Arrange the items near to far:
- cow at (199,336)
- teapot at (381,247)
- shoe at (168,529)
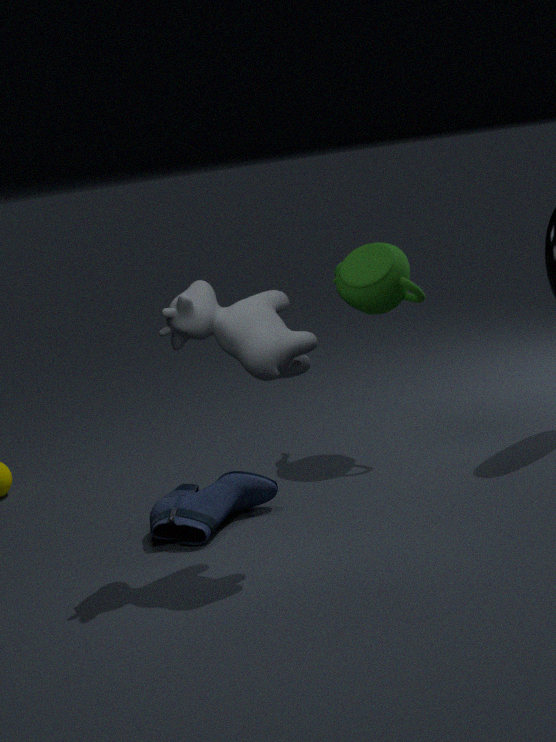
cow at (199,336) < shoe at (168,529) < teapot at (381,247)
